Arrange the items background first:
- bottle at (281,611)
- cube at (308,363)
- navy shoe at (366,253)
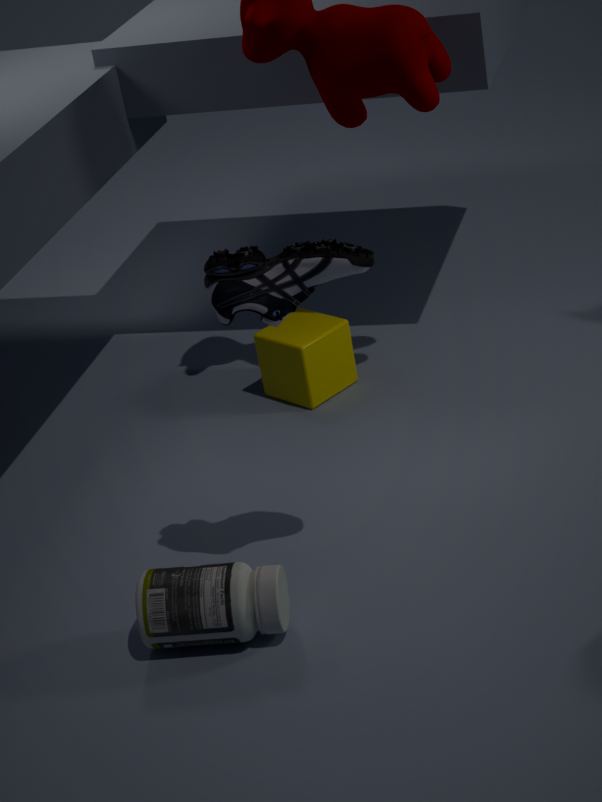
cube at (308,363) → bottle at (281,611) → navy shoe at (366,253)
